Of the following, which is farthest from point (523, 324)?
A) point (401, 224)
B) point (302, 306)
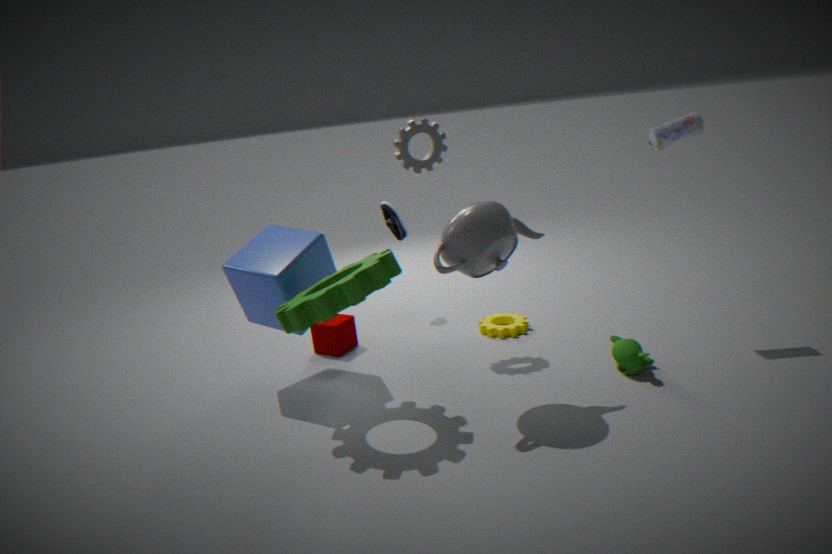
point (302, 306)
